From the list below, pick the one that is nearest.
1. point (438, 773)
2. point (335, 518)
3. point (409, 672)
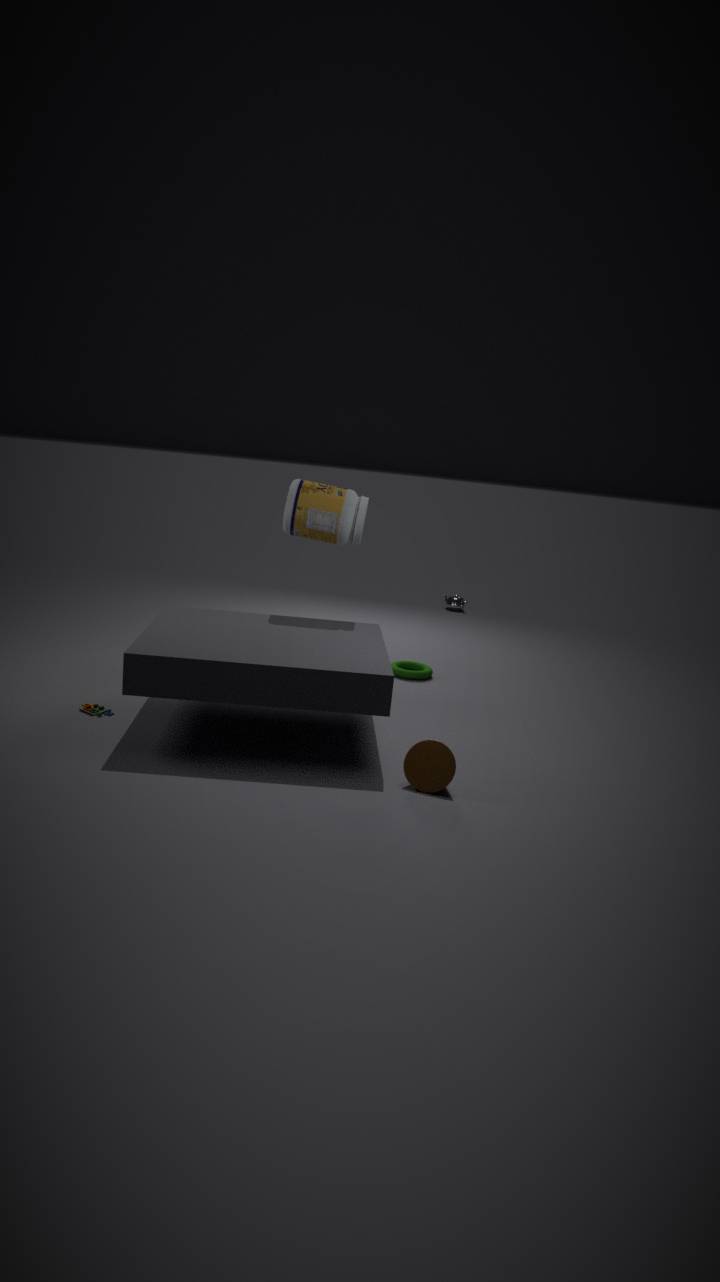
point (438, 773)
